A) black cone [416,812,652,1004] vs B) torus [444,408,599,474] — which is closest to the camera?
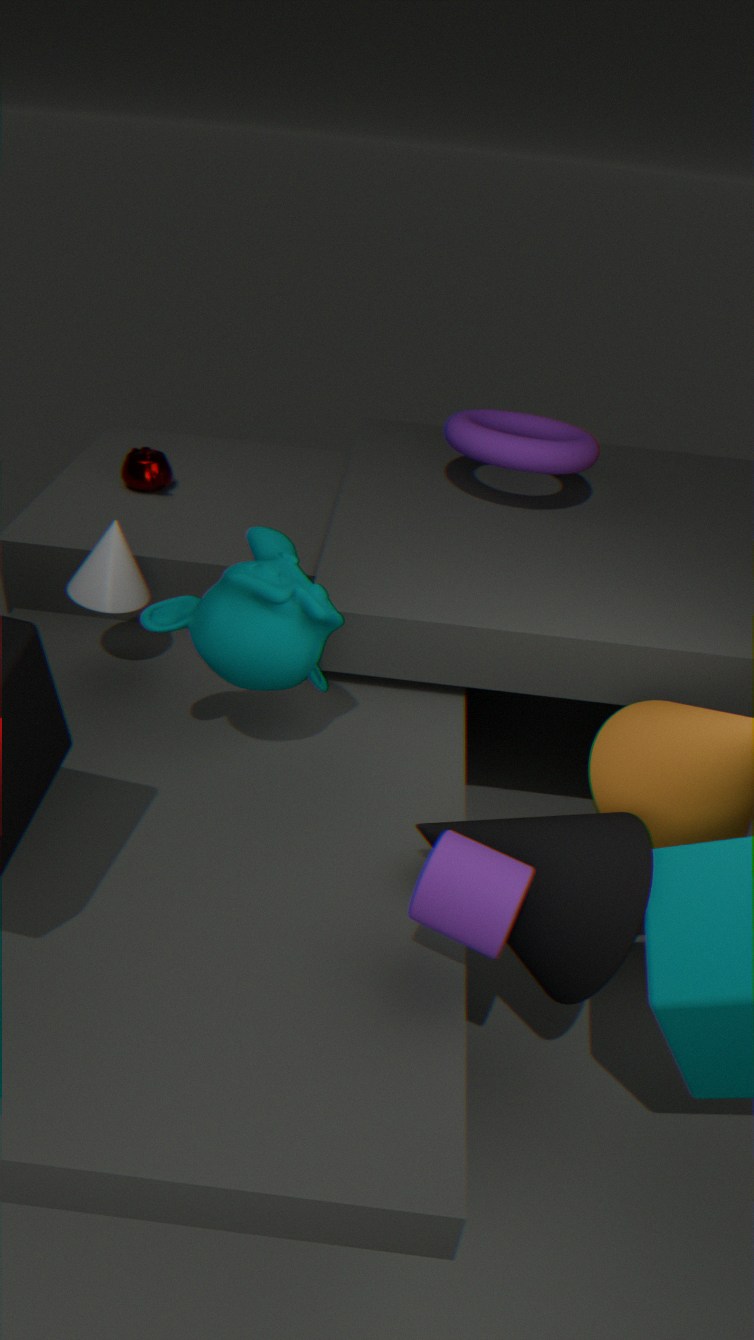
A. black cone [416,812,652,1004]
